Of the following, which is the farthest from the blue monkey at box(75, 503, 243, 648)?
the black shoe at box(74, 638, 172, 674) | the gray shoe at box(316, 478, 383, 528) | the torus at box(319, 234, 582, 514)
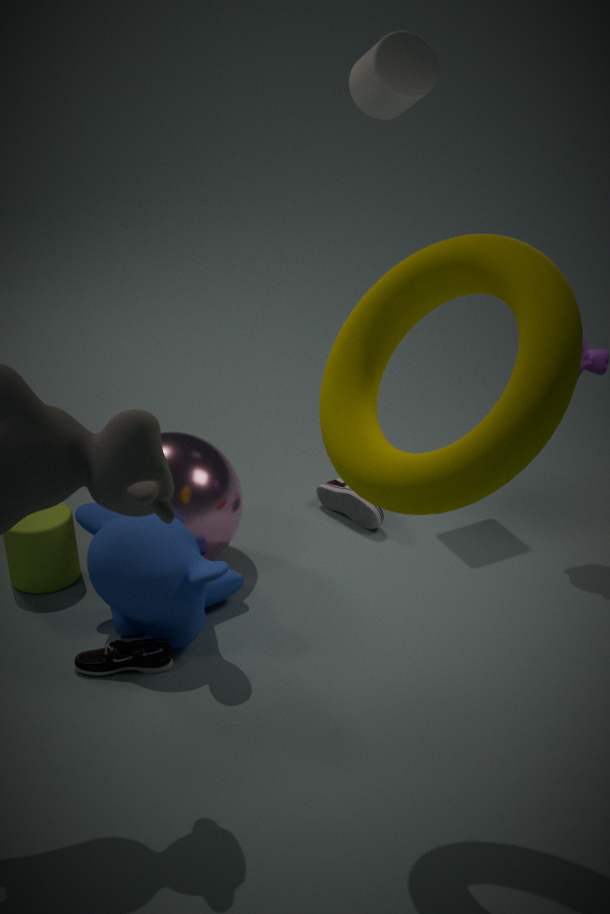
the torus at box(319, 234, 582, 514)
